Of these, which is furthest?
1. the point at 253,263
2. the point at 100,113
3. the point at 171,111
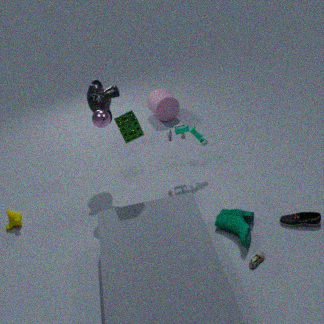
the point at 171,111
